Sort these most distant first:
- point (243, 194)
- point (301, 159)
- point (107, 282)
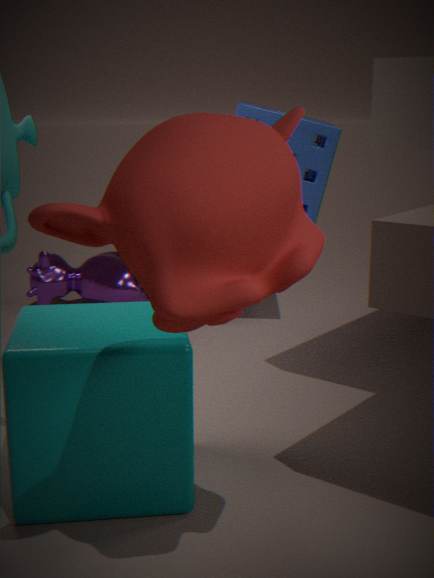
point (107, 282), point (301, 159), point (243, 194)
